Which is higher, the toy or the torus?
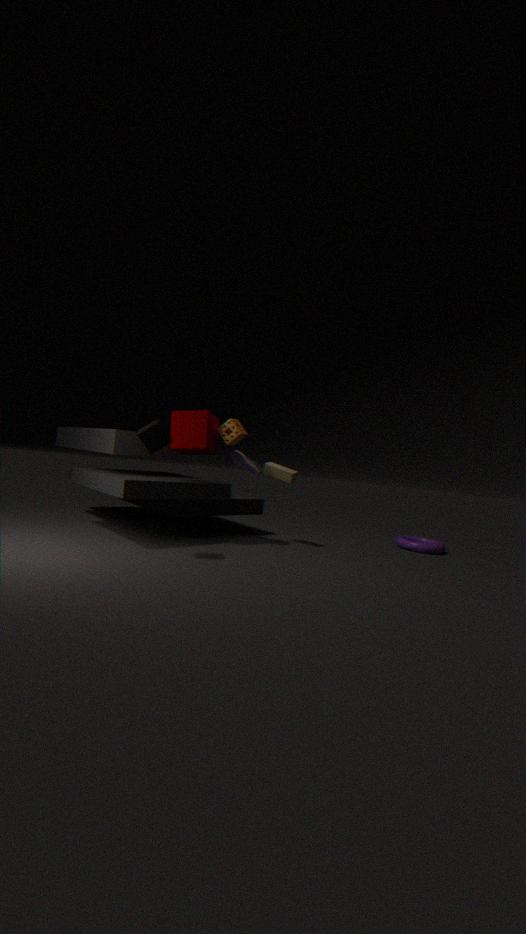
the toy
